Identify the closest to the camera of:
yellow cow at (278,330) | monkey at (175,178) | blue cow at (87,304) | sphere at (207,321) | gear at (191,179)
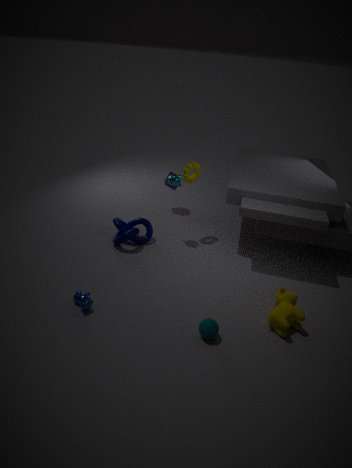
sphere at (207,321)
